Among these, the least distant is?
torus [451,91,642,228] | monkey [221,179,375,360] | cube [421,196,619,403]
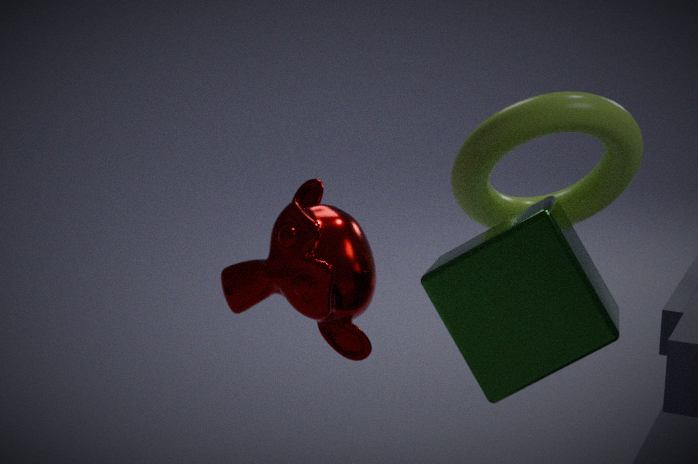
cube [421,196,619,403]
